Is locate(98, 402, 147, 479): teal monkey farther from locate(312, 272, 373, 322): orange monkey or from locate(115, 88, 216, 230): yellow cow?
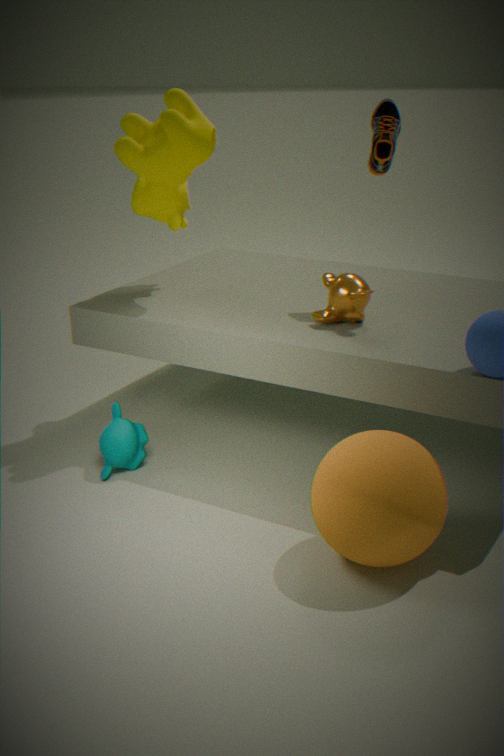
locate(115, 88, 216, 230): yellow cow
